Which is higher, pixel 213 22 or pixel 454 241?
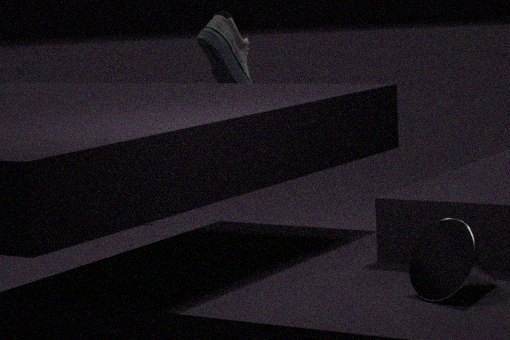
pixel 213 22
